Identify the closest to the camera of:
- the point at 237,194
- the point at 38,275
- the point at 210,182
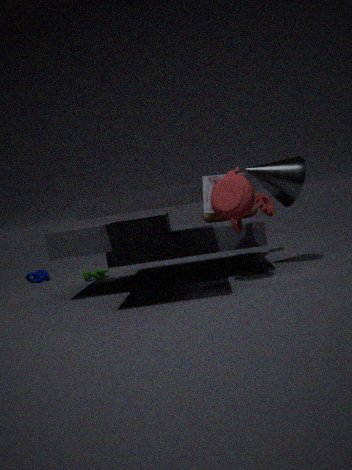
the point at 237,194
